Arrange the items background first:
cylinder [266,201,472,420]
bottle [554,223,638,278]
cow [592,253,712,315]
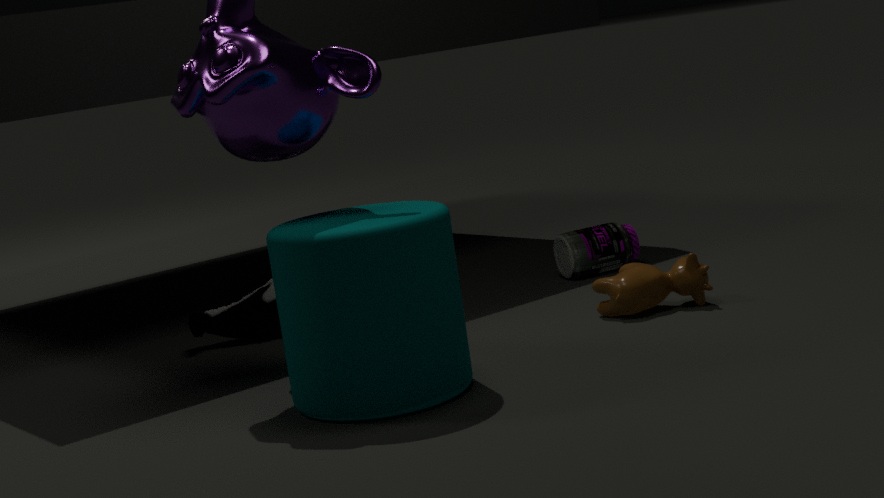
bottle [554,223,638,278] < cow [592,253,712,315] < cylinder [266,201,472,420]
